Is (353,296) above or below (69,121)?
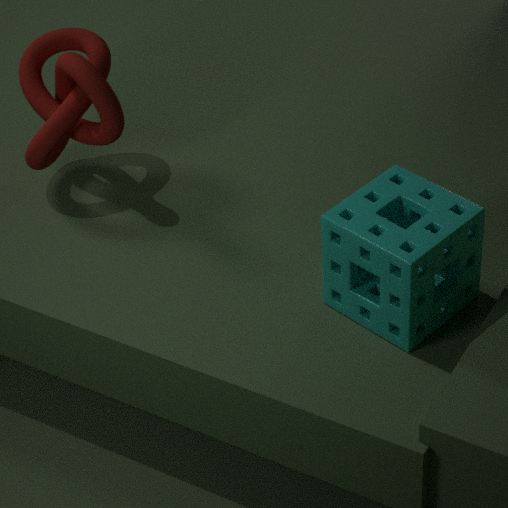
below
